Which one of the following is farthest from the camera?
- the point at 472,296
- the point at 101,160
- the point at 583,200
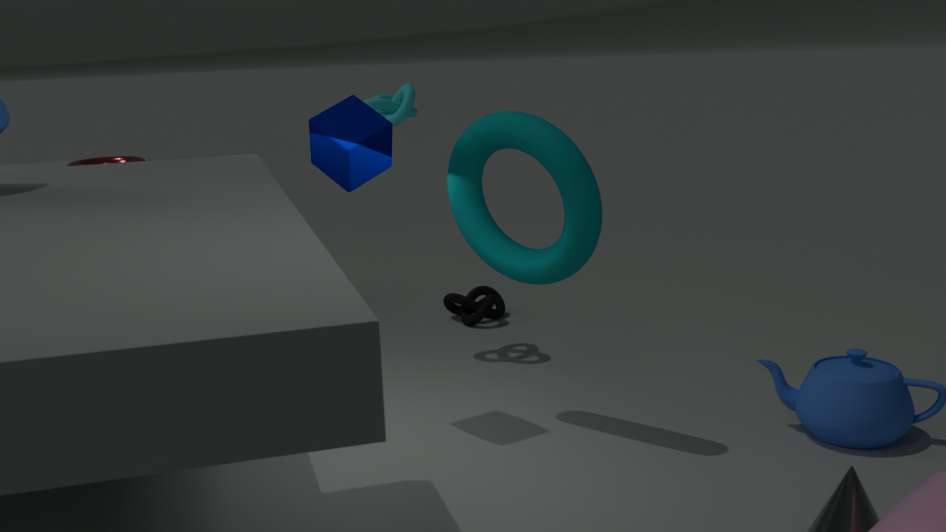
the point at 472,296
